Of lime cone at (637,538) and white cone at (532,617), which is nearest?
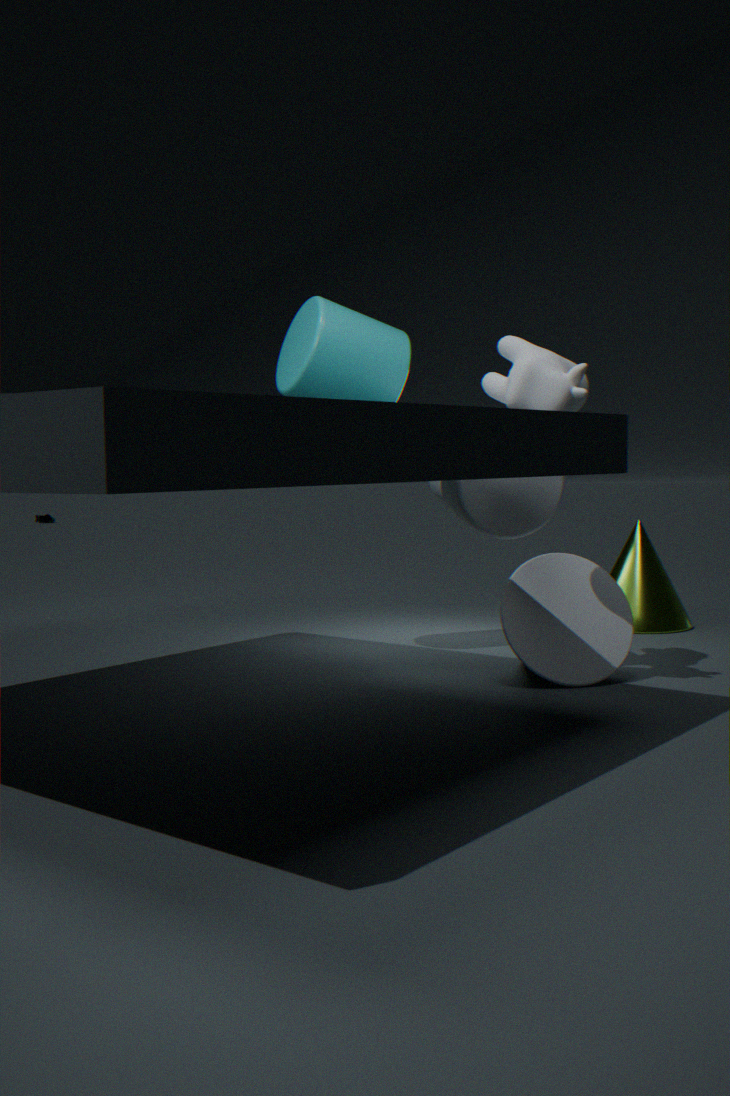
white cone at (532,617)
